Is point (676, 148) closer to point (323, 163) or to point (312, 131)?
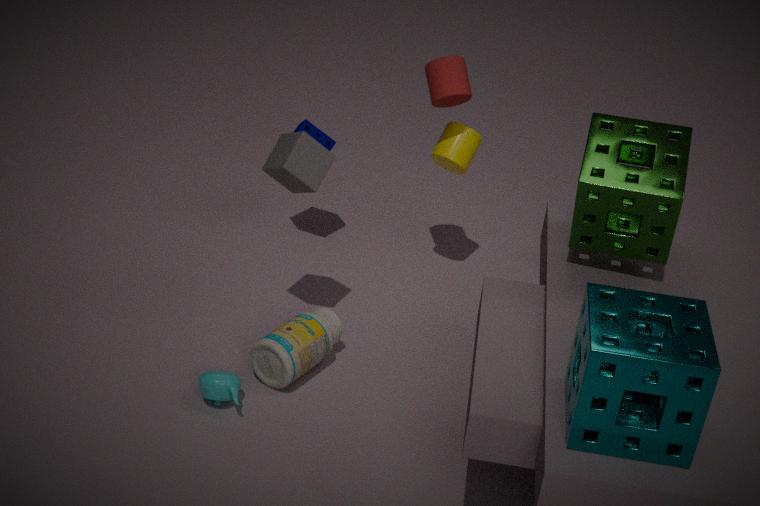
point (323, 163)
